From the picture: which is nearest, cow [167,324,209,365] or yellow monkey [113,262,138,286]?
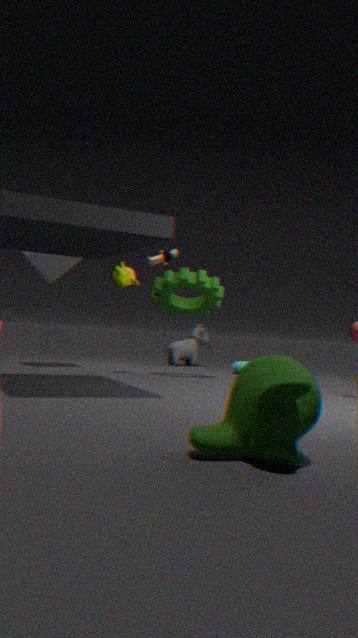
yellow monkey [113,262,138,286]
